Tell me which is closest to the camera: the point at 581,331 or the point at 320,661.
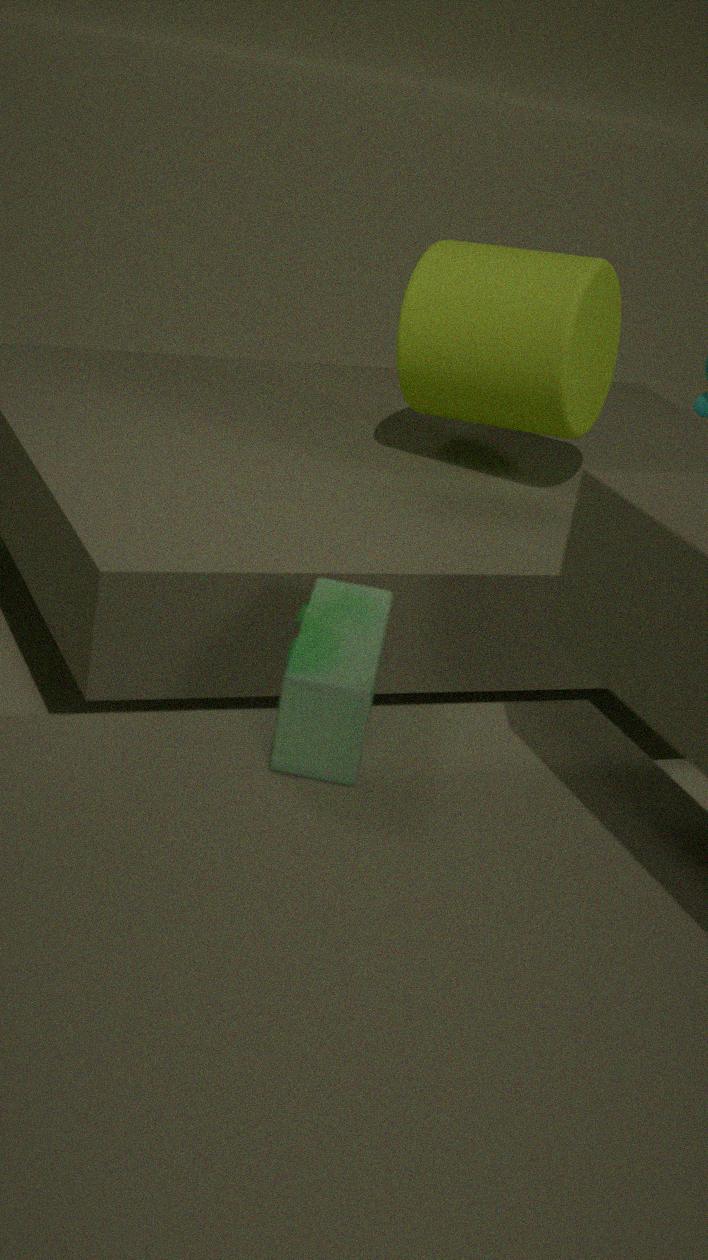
the point at 320,661
